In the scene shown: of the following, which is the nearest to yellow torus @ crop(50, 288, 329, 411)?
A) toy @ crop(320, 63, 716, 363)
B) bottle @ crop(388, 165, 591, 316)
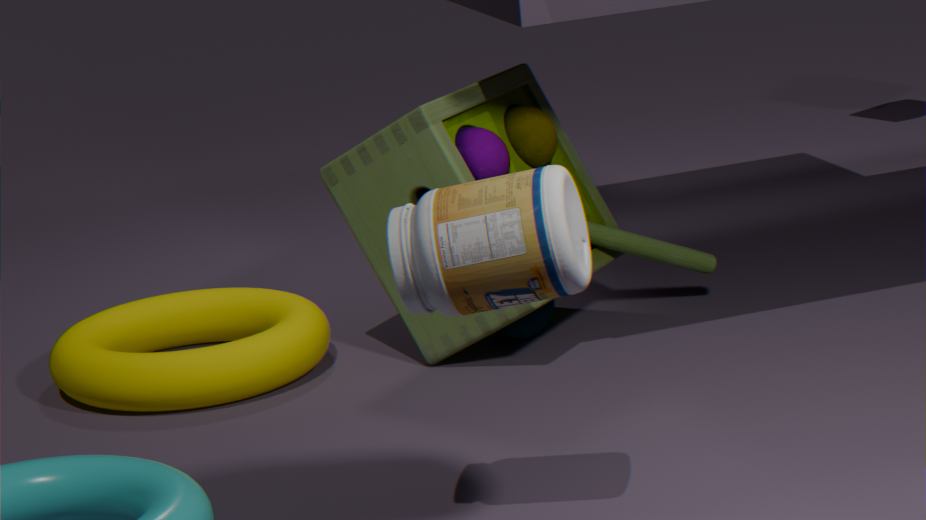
toy @ crop(320, 63, 716, 363)
